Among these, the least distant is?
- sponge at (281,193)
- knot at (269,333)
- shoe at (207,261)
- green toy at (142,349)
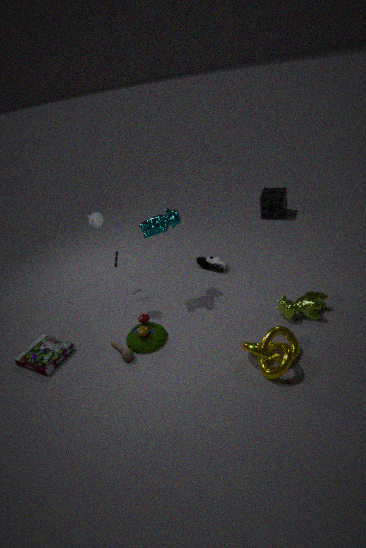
knot at (269,333)
